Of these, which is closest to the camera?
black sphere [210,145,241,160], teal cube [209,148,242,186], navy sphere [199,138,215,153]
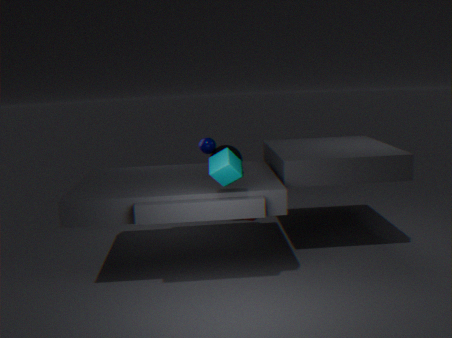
teal cube [209,148,242,186]
